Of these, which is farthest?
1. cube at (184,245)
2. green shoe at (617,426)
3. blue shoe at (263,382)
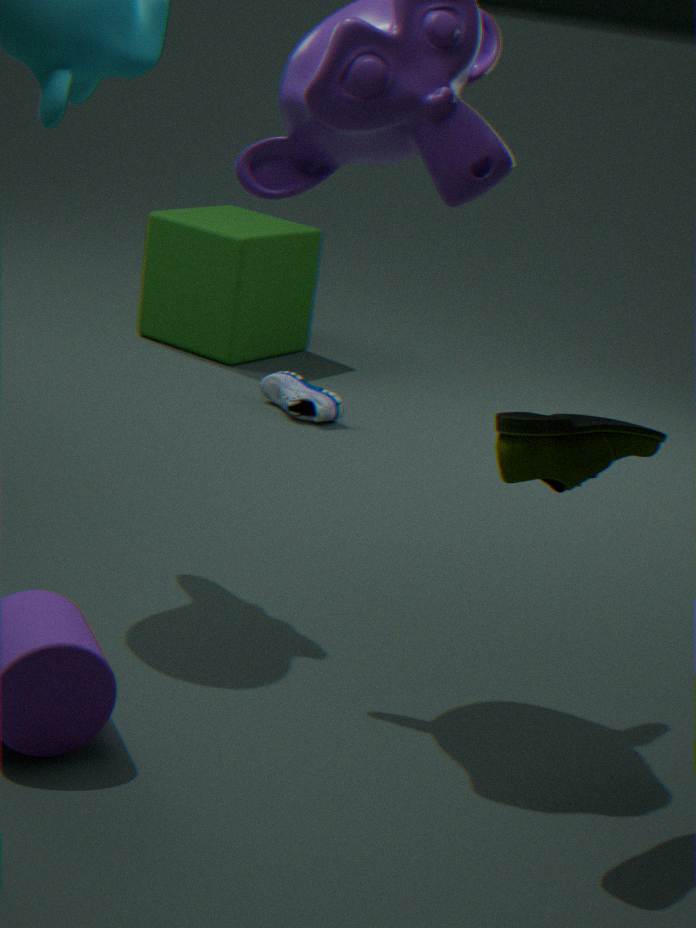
cube at (184,245)
